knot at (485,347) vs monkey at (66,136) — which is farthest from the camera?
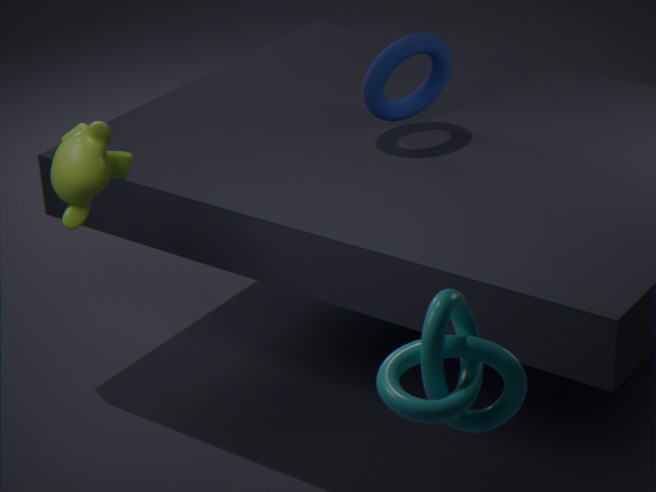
monkey at (66,136)
